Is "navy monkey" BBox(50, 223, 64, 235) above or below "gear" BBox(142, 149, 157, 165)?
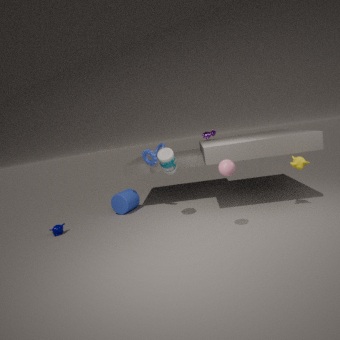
below
